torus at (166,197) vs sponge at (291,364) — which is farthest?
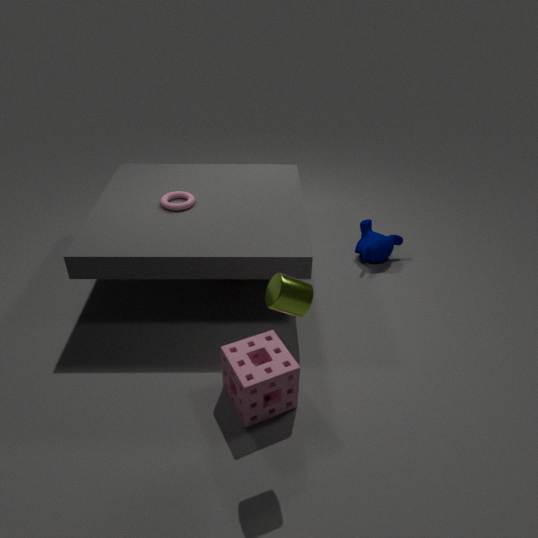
torus at (166,197)
